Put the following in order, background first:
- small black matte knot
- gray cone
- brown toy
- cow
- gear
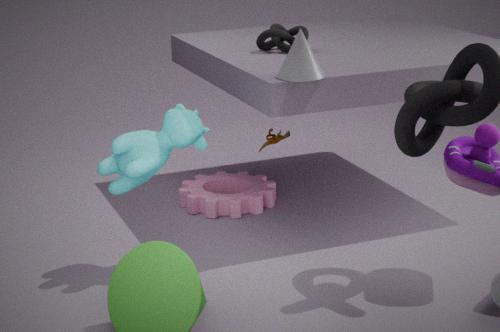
gear → brown toy → small black matte knot → gray cone → cow
